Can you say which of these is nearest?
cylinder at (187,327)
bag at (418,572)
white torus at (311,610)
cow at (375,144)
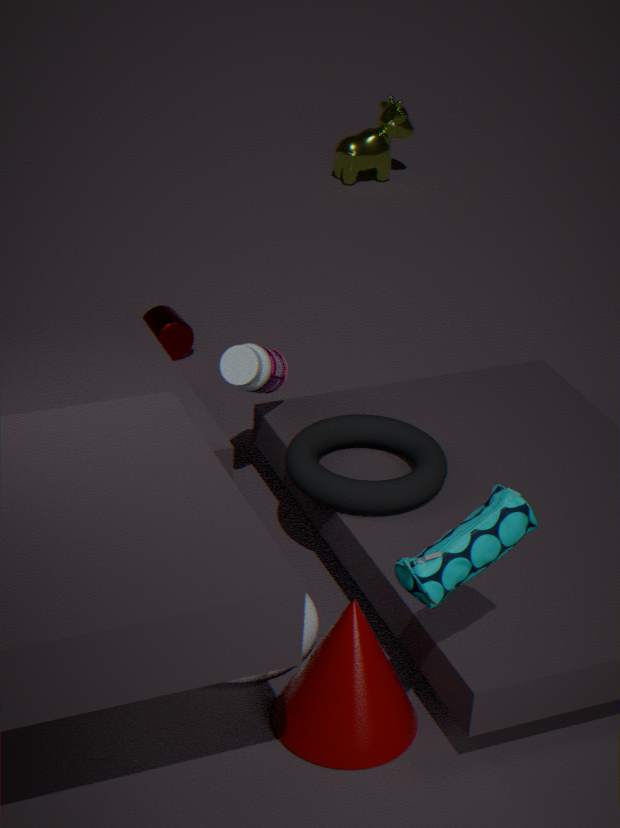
bag at (418,572)
